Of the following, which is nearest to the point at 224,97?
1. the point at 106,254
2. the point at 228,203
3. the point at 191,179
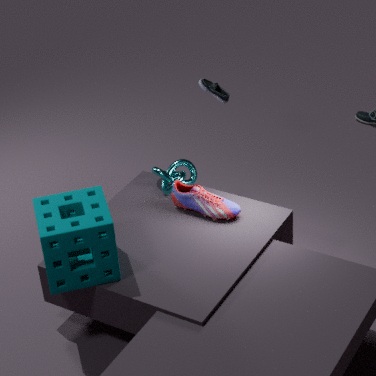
the point at 191,179
